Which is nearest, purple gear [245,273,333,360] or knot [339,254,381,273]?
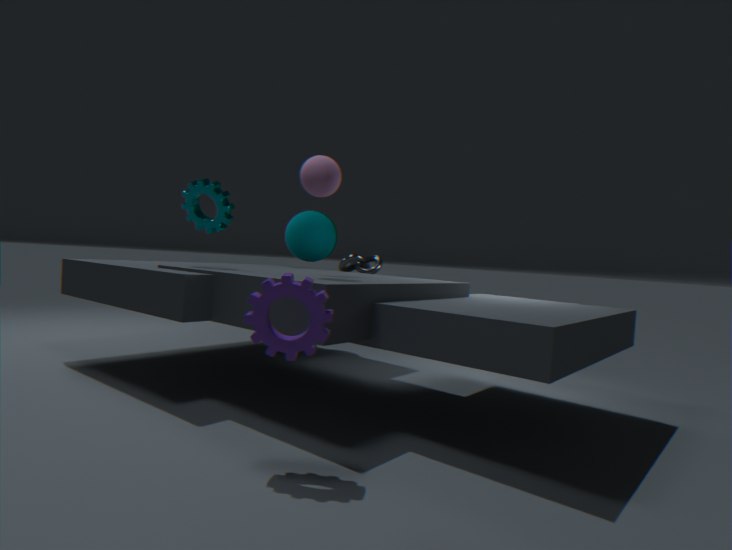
purple gear [245,273,333,360]
